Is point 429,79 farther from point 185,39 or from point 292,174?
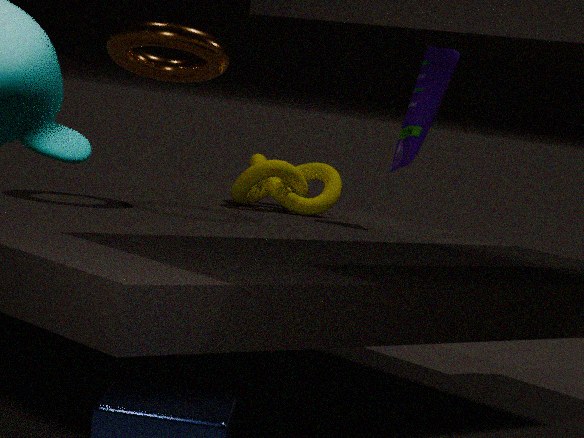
point 185,39
